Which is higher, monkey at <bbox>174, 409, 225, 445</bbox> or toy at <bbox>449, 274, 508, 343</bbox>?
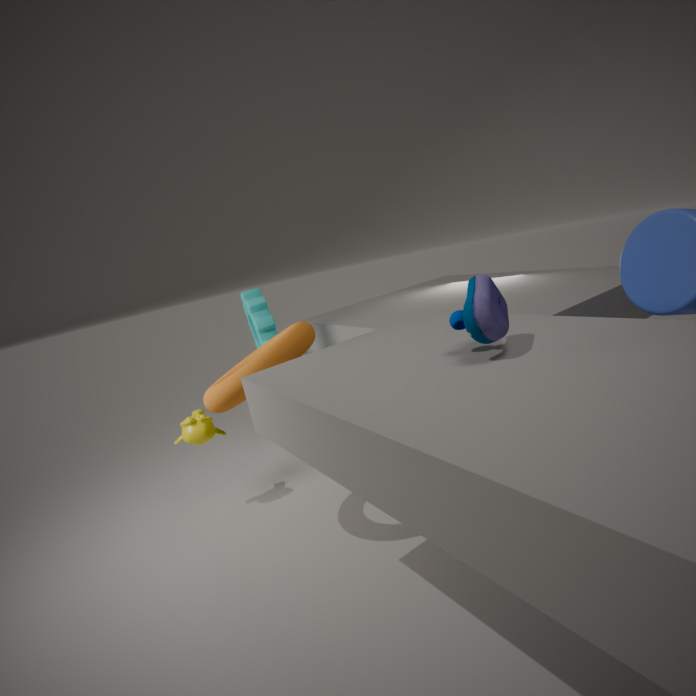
toy at <bbox>449, 274, 508, 343</bbox>
